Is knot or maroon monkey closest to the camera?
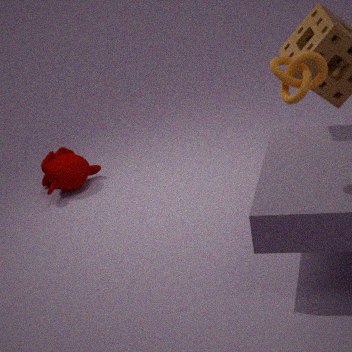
knot
